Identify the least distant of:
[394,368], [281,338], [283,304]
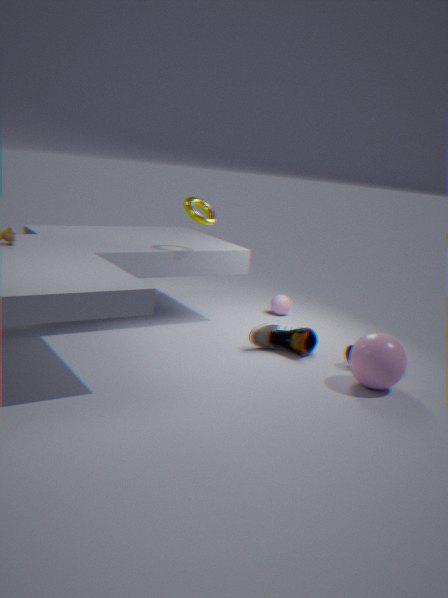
[394,368]
